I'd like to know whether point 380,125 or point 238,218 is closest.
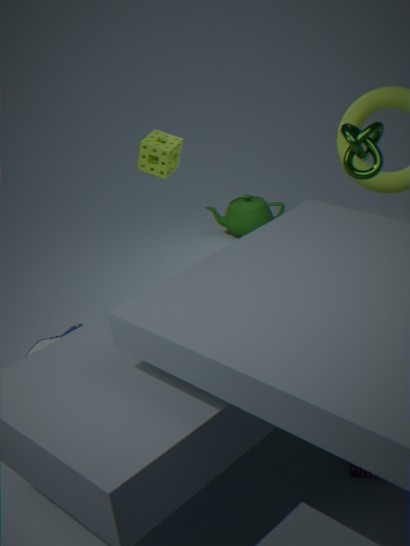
point 380,125
